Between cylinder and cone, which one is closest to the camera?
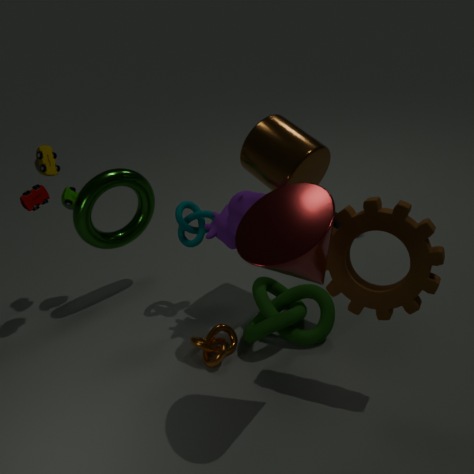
cone
